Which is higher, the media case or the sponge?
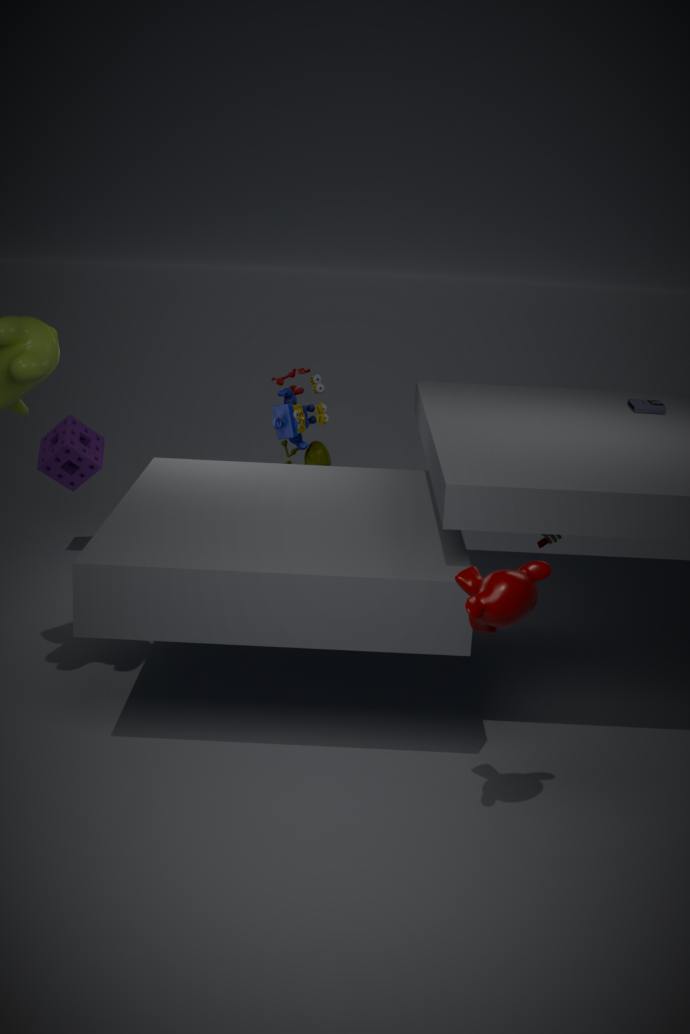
the media case
